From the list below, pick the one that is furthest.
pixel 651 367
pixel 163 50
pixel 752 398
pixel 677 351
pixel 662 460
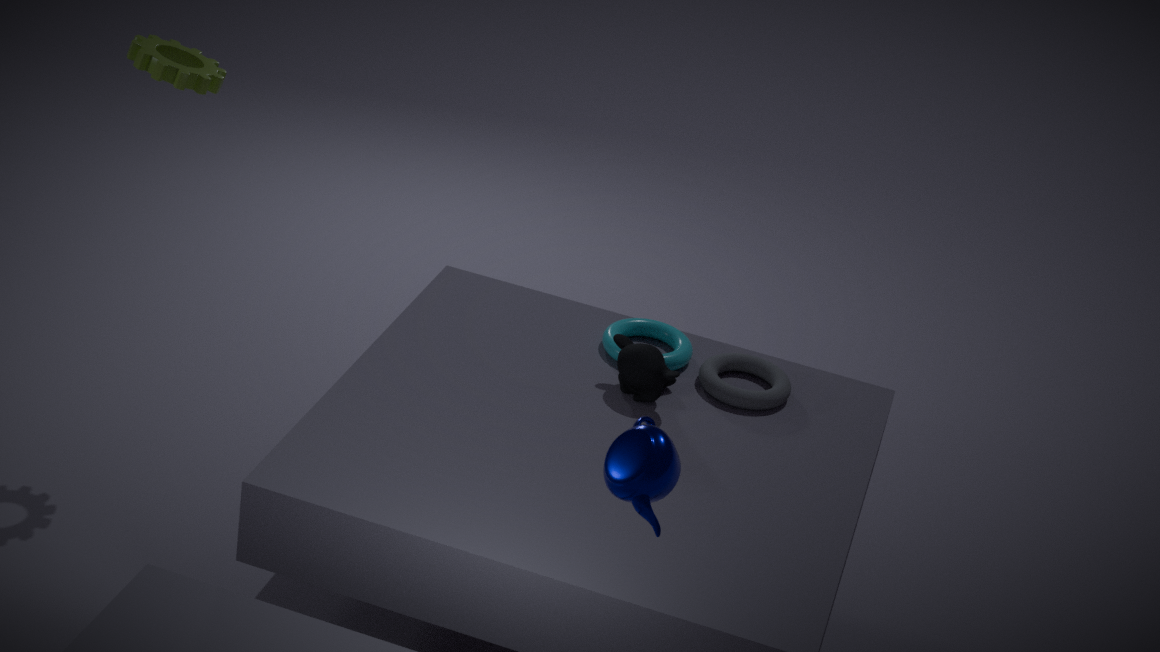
pixel 677 351
